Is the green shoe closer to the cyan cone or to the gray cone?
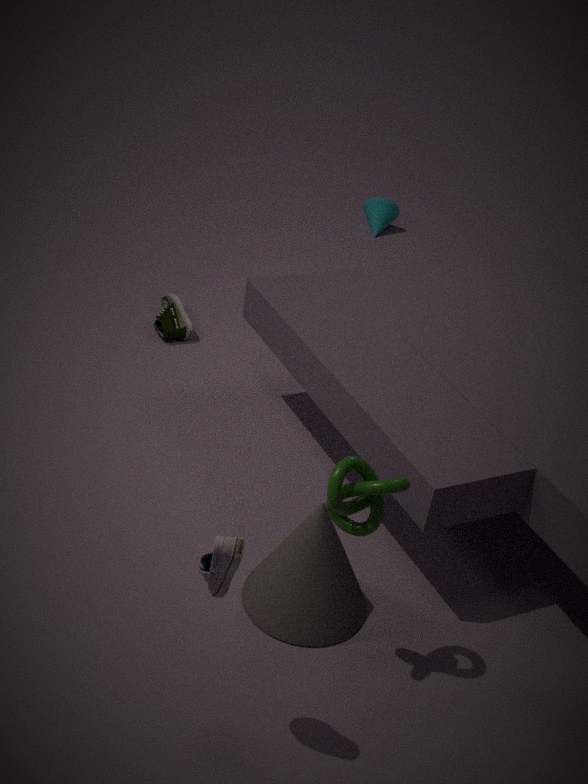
the gray cone
